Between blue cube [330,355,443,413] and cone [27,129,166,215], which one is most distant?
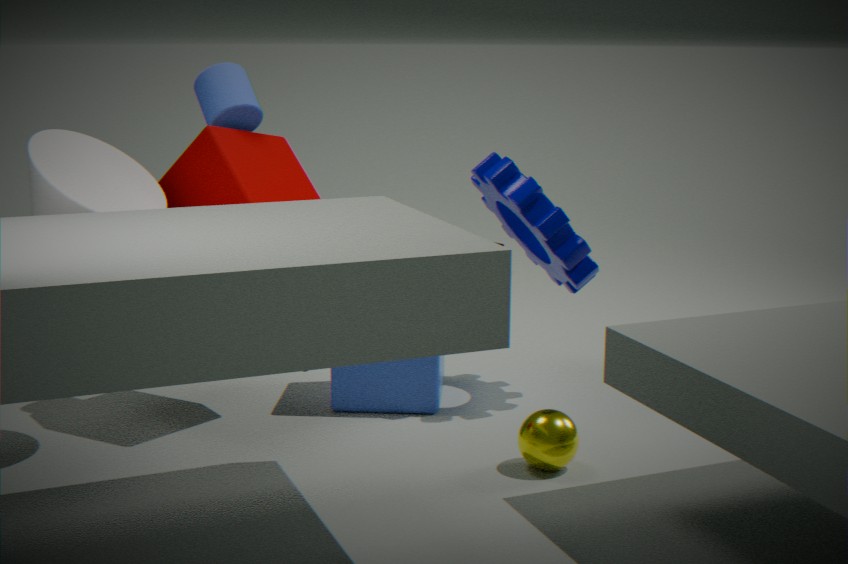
blue cube [330,355,443,413]
